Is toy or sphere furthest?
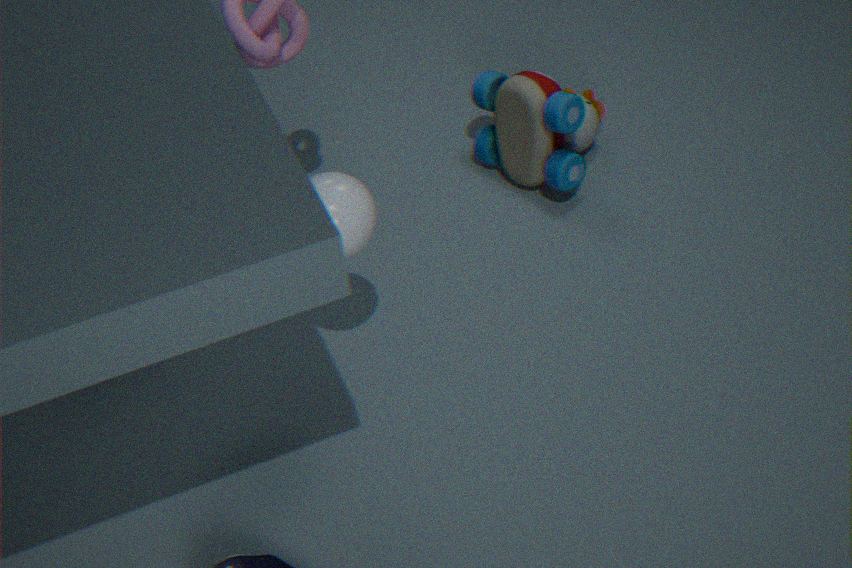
toy
